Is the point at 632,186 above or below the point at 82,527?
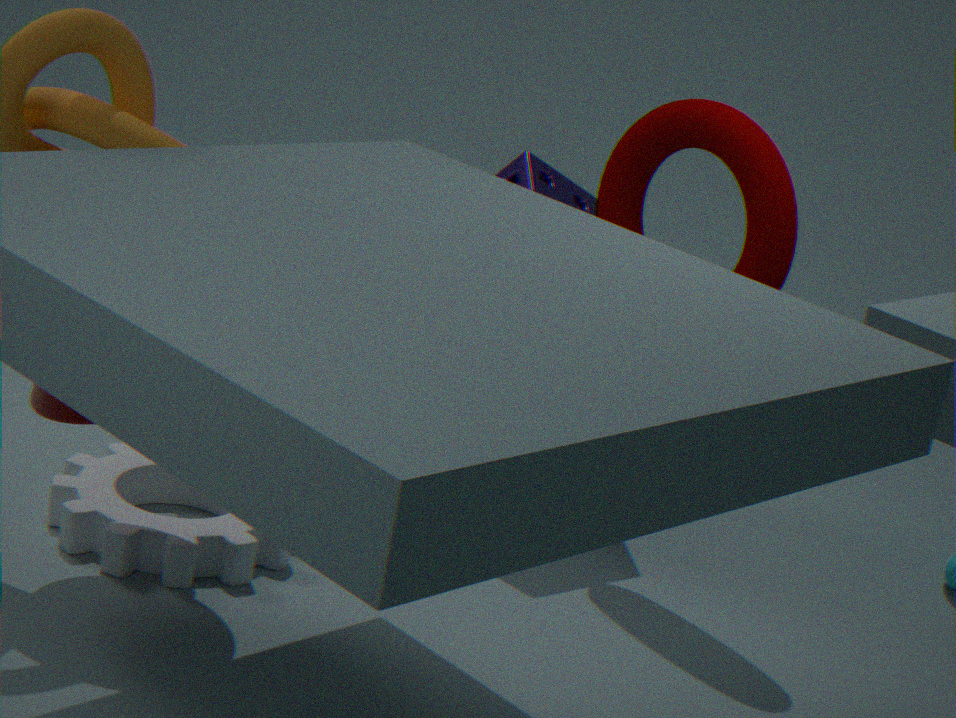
Answer: above
